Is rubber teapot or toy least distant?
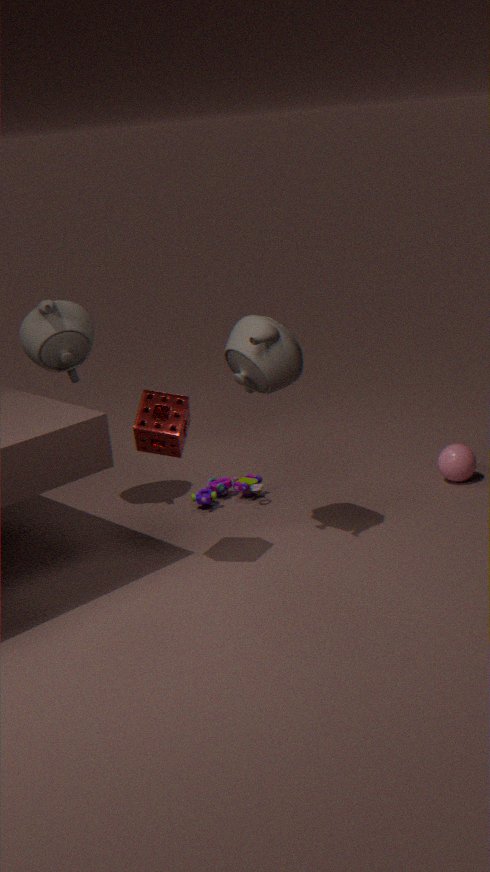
rubber teapot
